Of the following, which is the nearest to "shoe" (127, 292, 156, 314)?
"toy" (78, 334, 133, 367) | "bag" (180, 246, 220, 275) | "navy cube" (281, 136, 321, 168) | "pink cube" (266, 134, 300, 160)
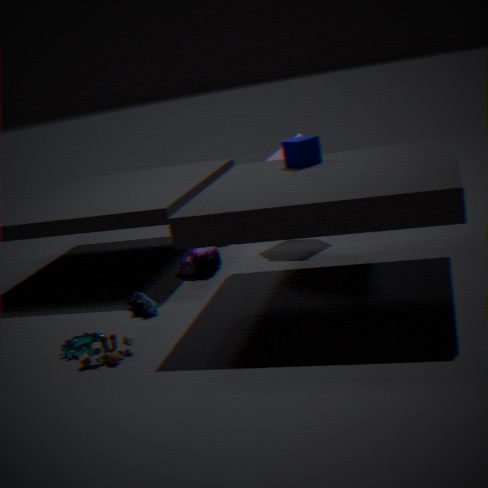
"toy" (78, 334, 133, 367)
